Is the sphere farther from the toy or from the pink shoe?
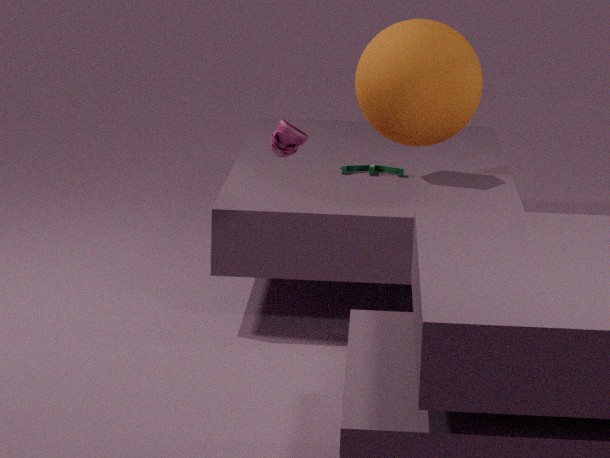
the toy
